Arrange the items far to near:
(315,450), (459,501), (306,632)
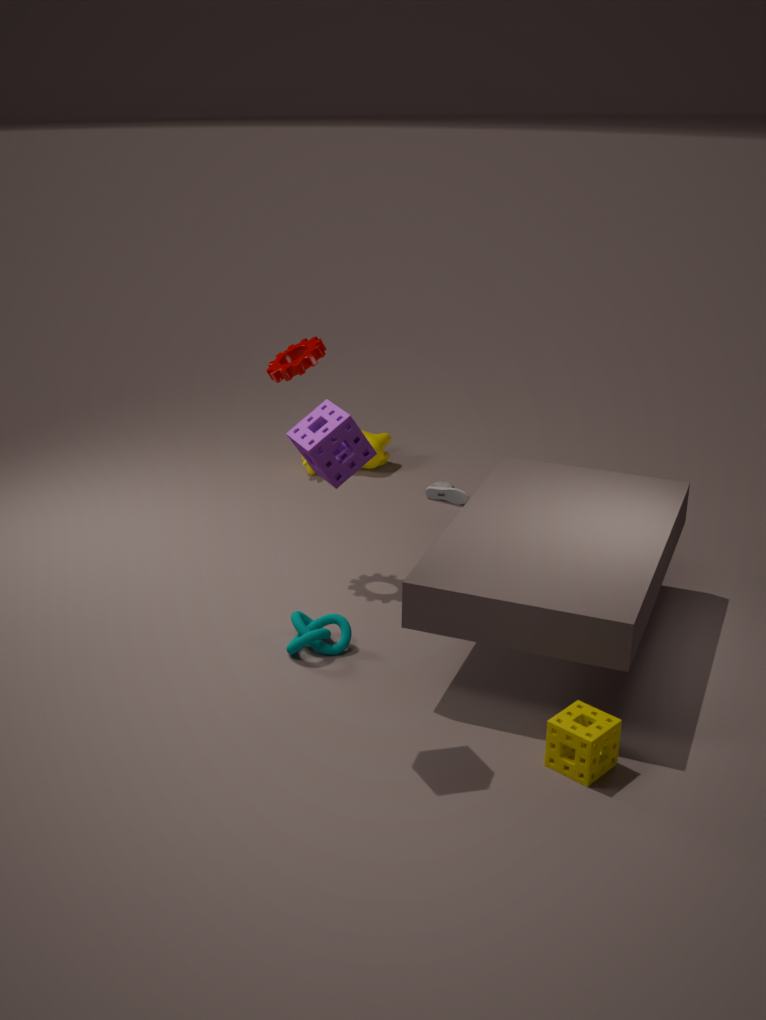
(459,501), (306,632), (315,450)
